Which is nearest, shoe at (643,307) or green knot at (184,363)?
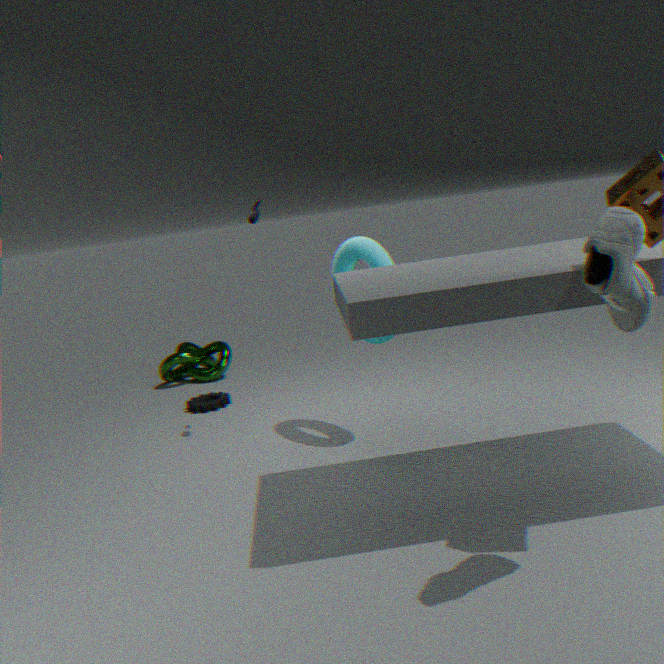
shoe at (643,307)
